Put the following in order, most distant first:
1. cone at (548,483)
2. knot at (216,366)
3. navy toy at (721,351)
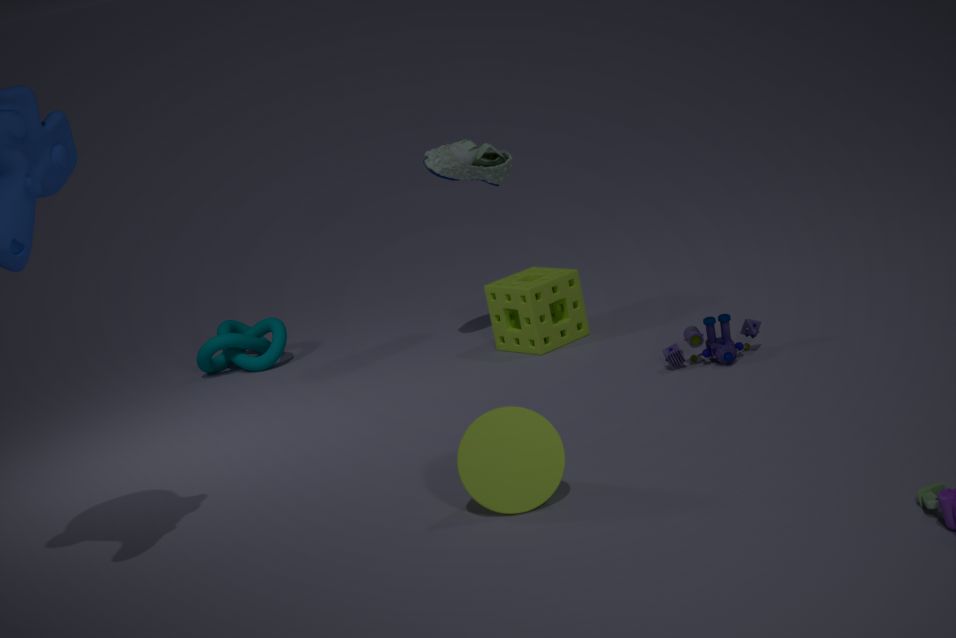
knot at (216,366), navy toy at (721,351), cone at (548,483)
